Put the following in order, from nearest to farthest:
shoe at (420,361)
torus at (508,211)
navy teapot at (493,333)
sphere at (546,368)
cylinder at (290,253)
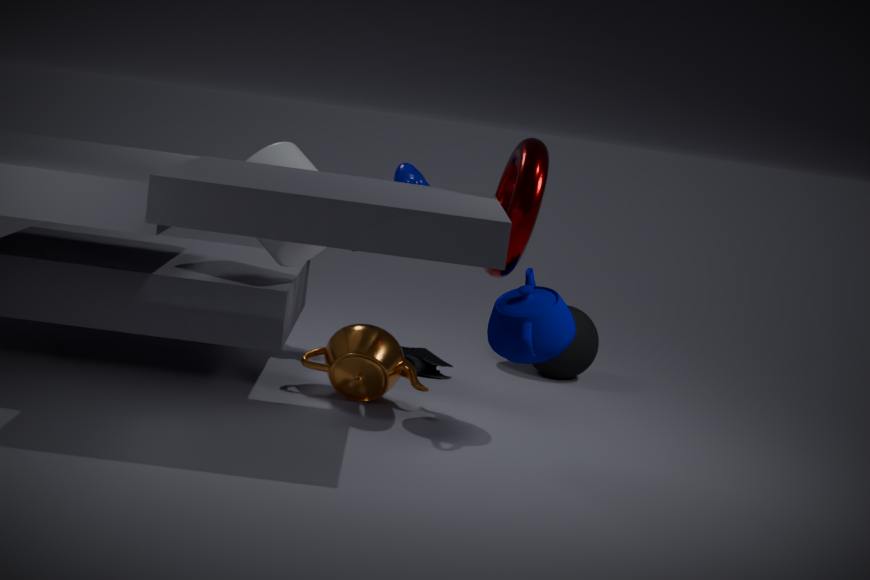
torus at (508,211), navy teapot at (493,333), cylinder at (290,253), shoe at (420,361), sphere at (546,368)
